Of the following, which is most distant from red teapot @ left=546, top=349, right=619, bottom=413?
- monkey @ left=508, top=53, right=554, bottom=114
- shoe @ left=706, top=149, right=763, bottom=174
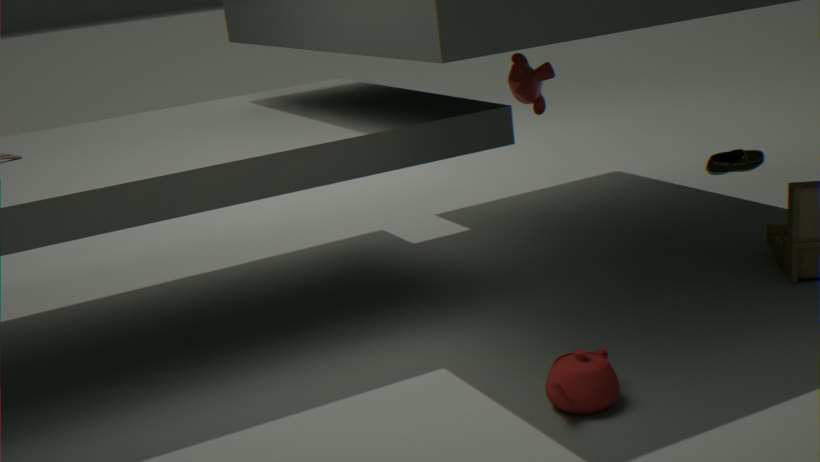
monkey @ left=508, top=53, right=554, bottom=114
